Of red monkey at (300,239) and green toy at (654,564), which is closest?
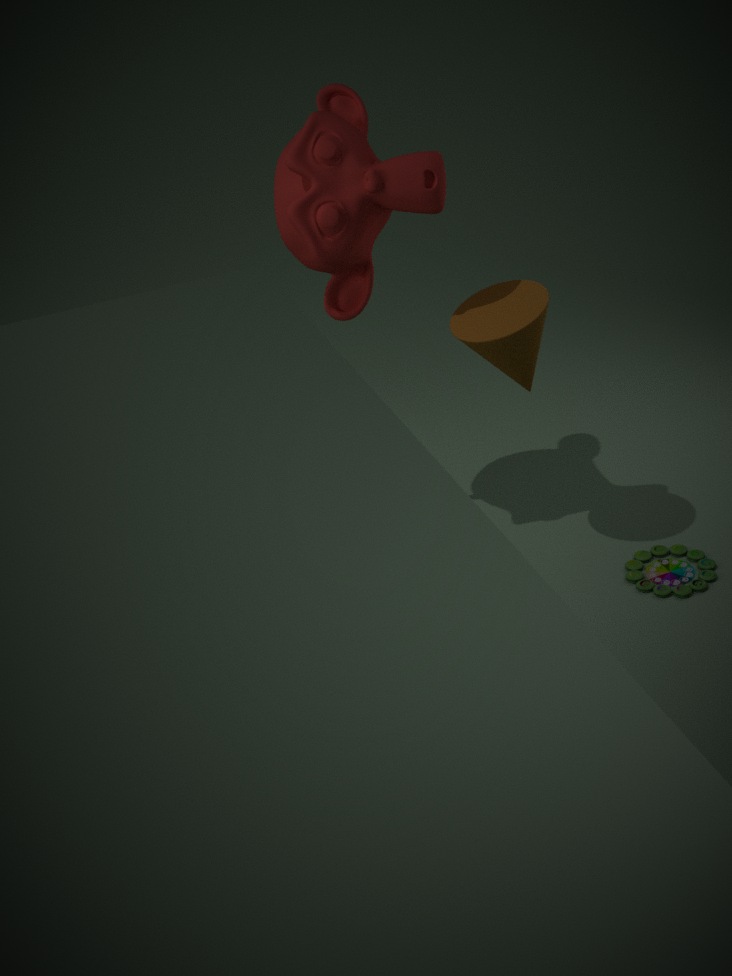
red monkey at (300,239)
